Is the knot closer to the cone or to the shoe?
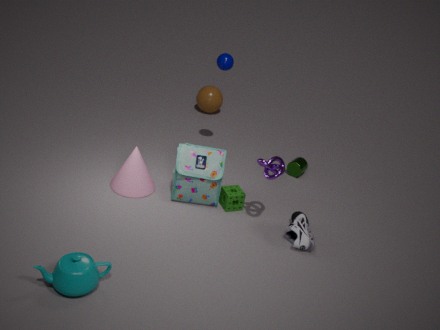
the shoe
